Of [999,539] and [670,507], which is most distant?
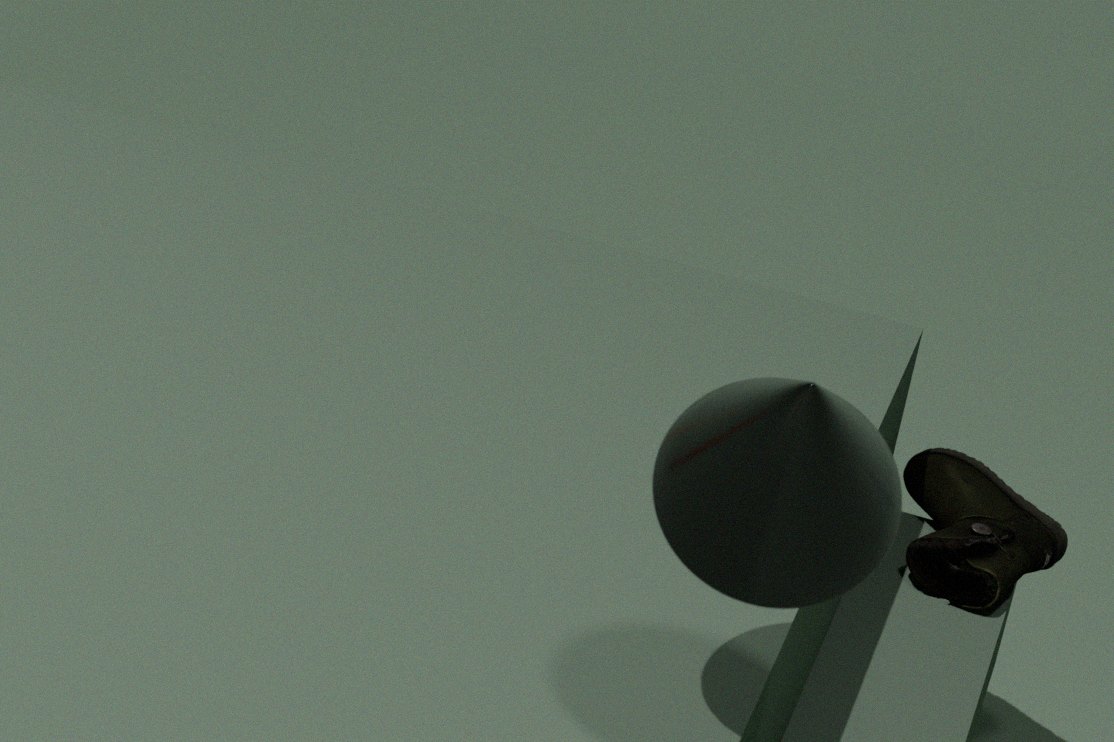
[999,539]
